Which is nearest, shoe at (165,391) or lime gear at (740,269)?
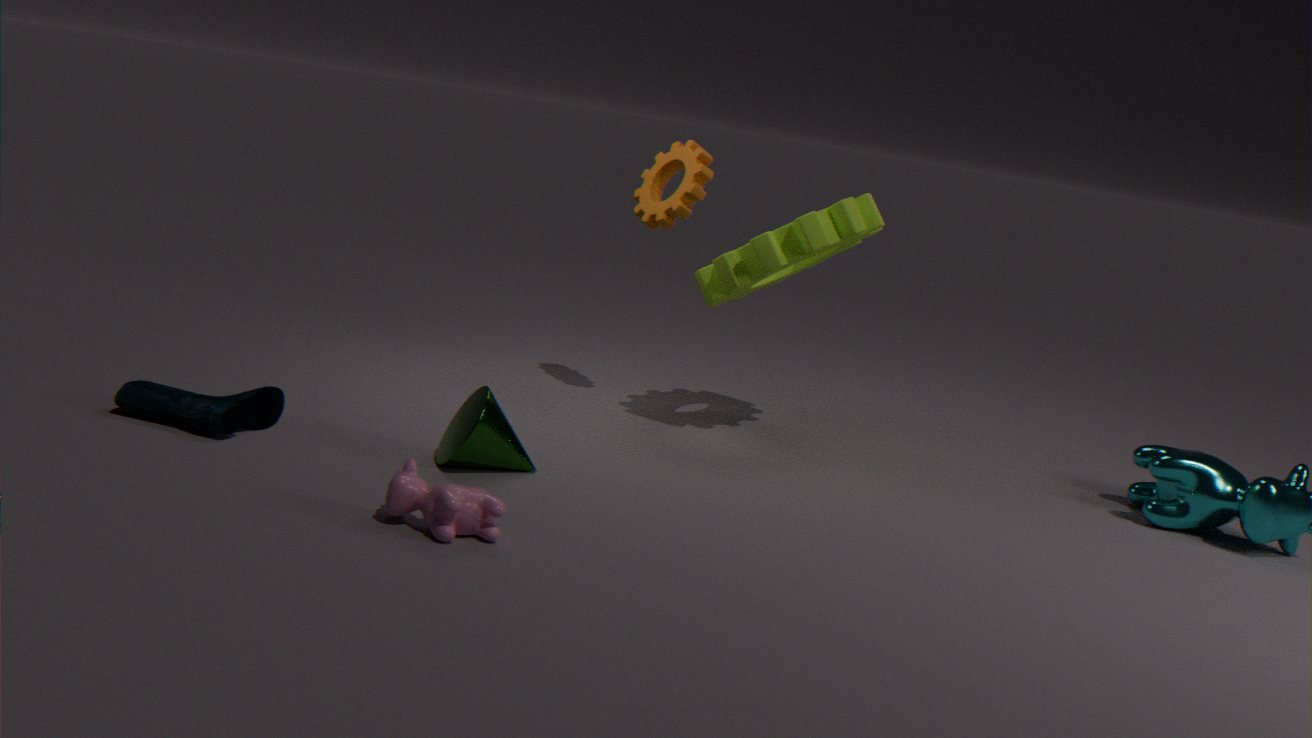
shoe at (165,391)
